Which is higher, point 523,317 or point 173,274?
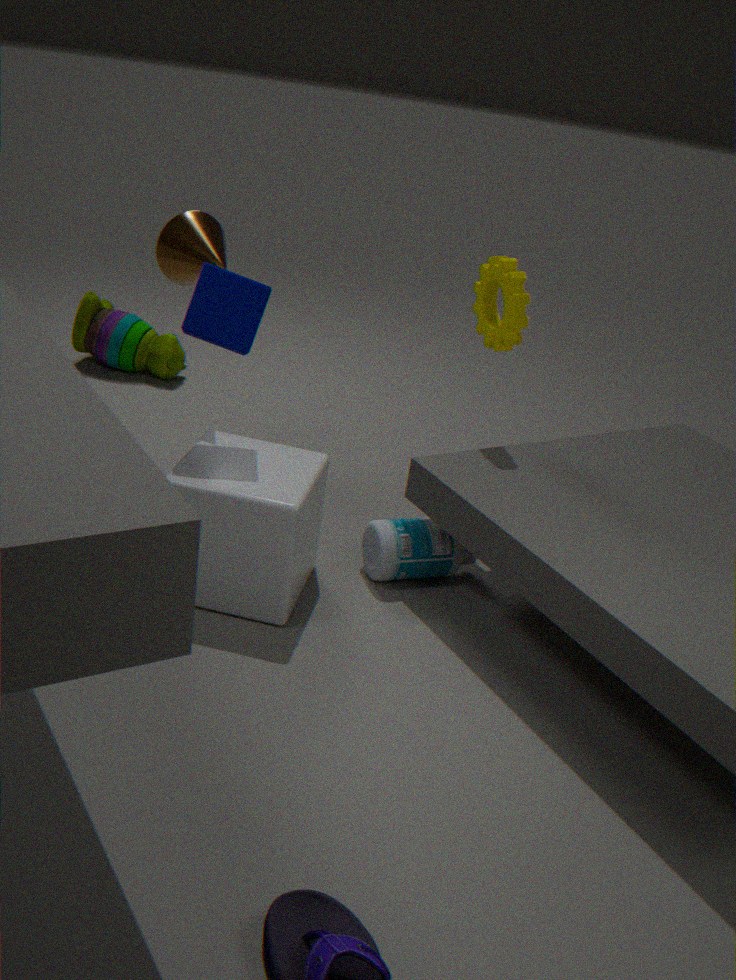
point 173,274
